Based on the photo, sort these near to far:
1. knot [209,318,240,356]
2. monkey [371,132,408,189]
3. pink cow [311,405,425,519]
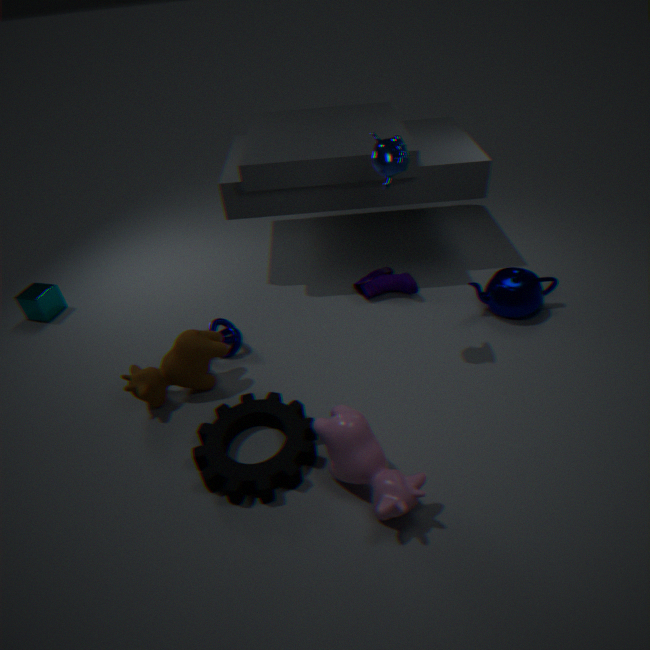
1. pink cow [311,405,425,519]
2. monkey [371,132,408,189]
3. knot [209,318,240,356]
